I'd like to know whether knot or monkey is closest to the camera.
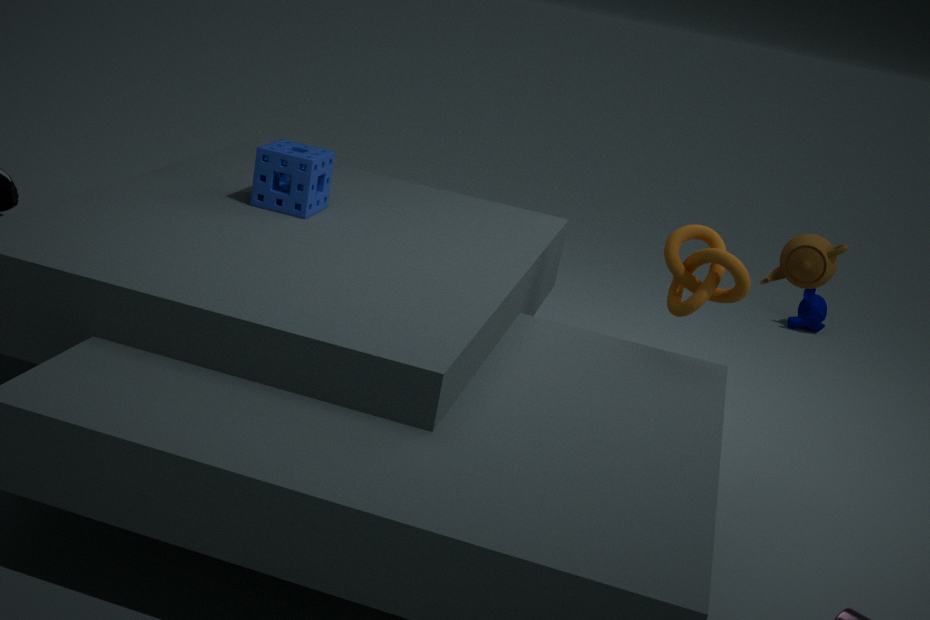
knot
